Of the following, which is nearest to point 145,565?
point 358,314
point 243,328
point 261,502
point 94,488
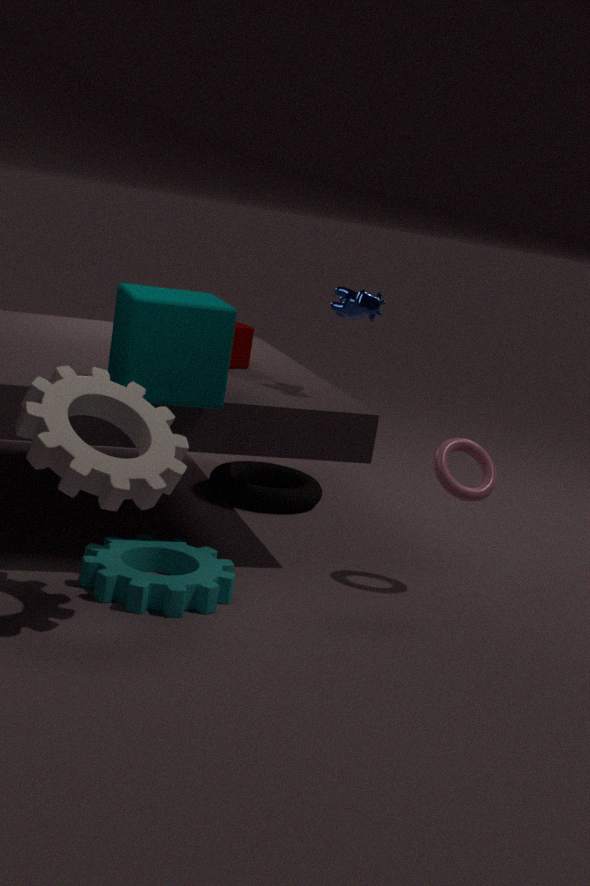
point 94,488
